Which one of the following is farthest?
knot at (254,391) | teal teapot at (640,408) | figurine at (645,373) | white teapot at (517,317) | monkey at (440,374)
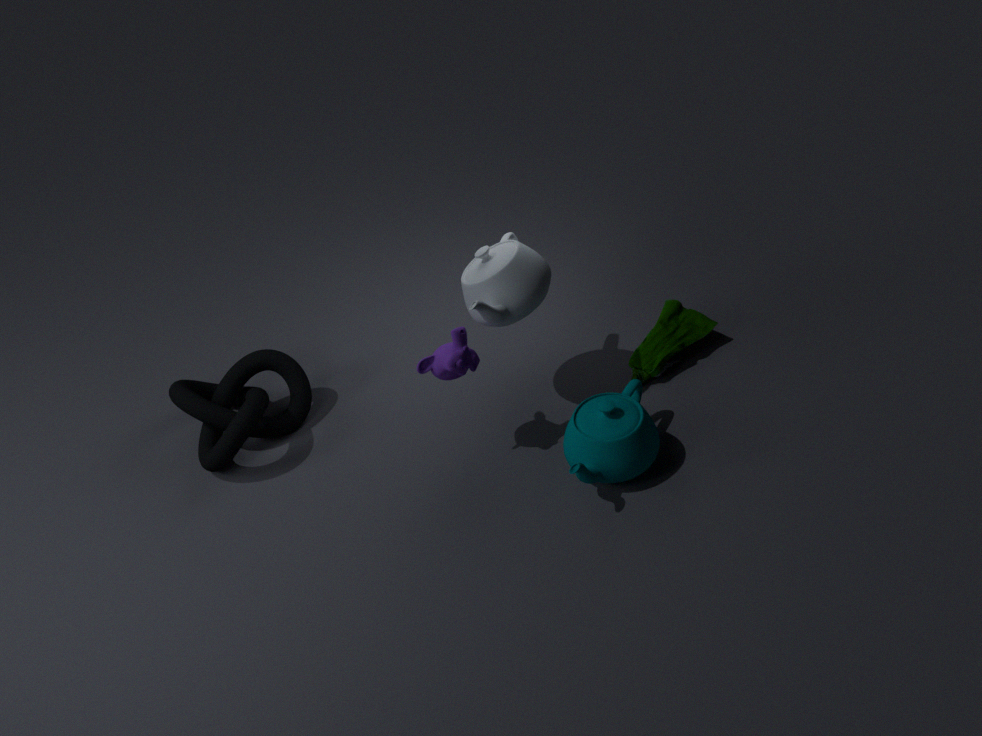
figurine at (645,373)
